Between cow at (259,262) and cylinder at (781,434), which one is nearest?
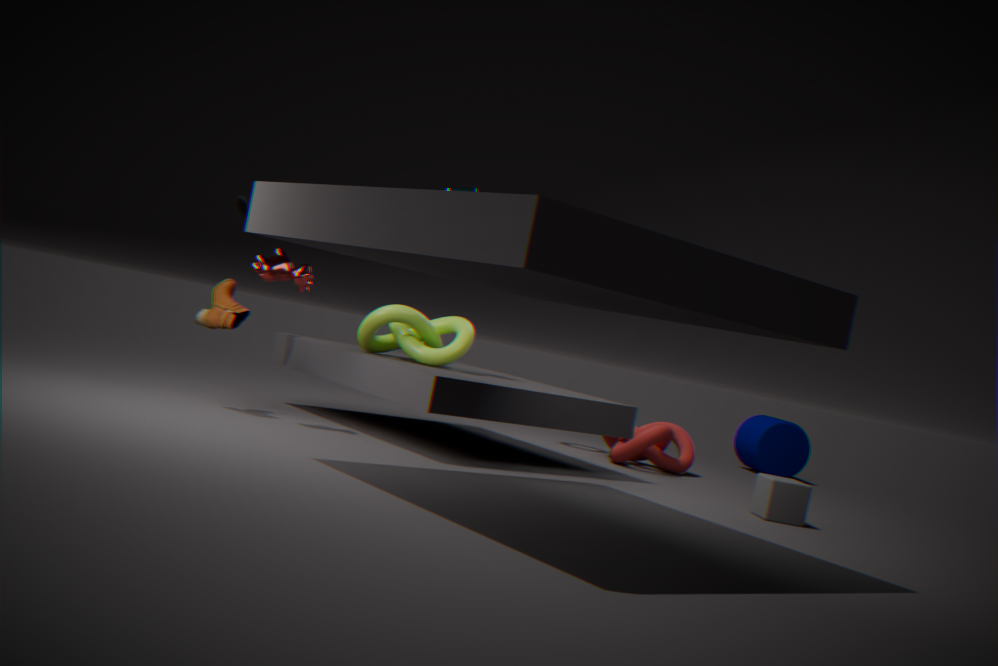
cow at (259,262)
